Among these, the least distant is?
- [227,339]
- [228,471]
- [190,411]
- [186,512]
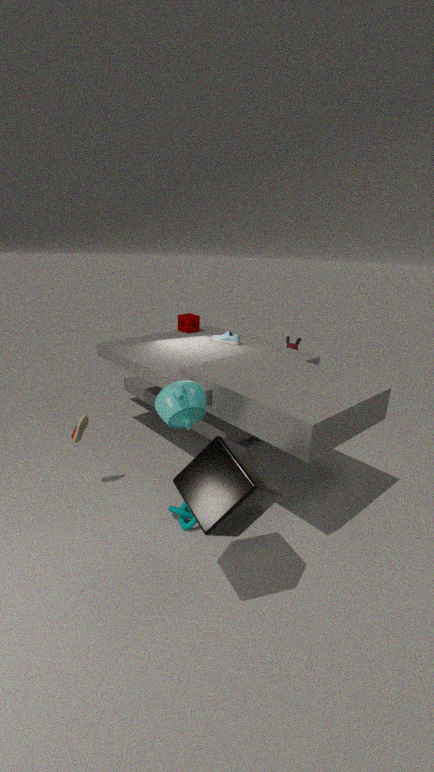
[228,471]
